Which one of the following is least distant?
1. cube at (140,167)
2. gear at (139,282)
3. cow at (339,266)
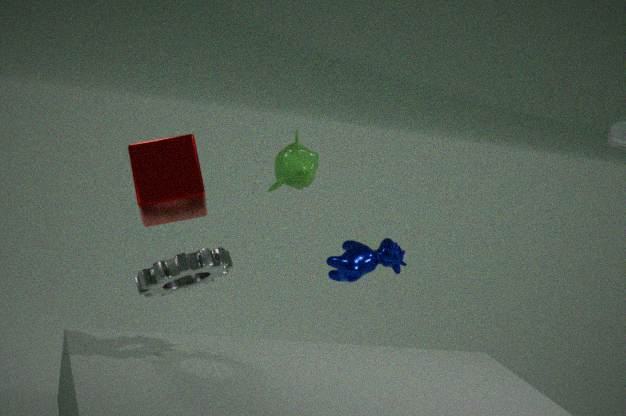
cube at (140,167)
